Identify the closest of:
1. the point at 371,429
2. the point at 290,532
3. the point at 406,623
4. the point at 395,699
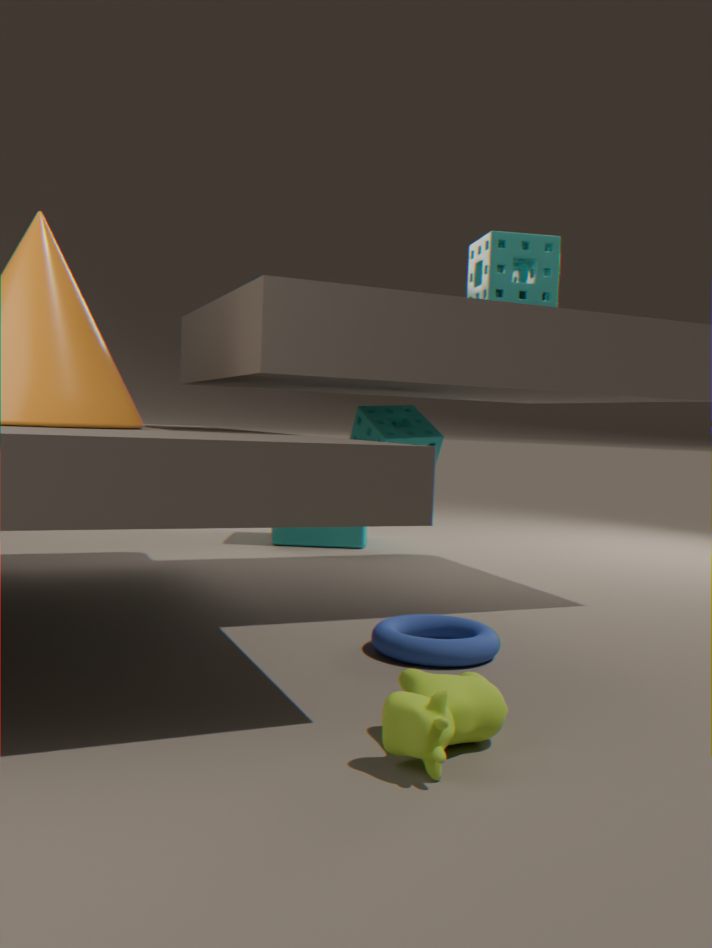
the point at 395,699
